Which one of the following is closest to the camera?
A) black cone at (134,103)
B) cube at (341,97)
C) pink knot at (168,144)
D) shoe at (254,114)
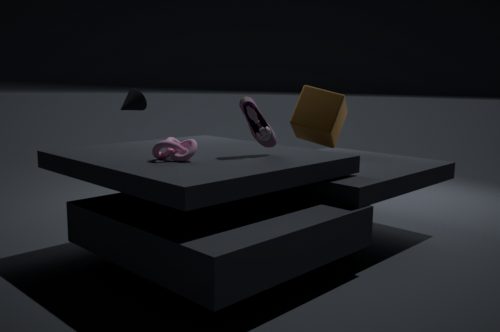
pink knot at (168,144)
